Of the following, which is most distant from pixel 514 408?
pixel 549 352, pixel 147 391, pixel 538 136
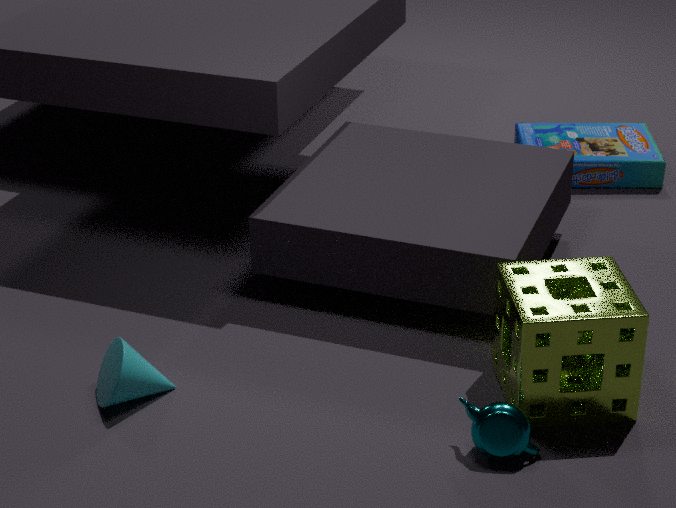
pixel 538 136
